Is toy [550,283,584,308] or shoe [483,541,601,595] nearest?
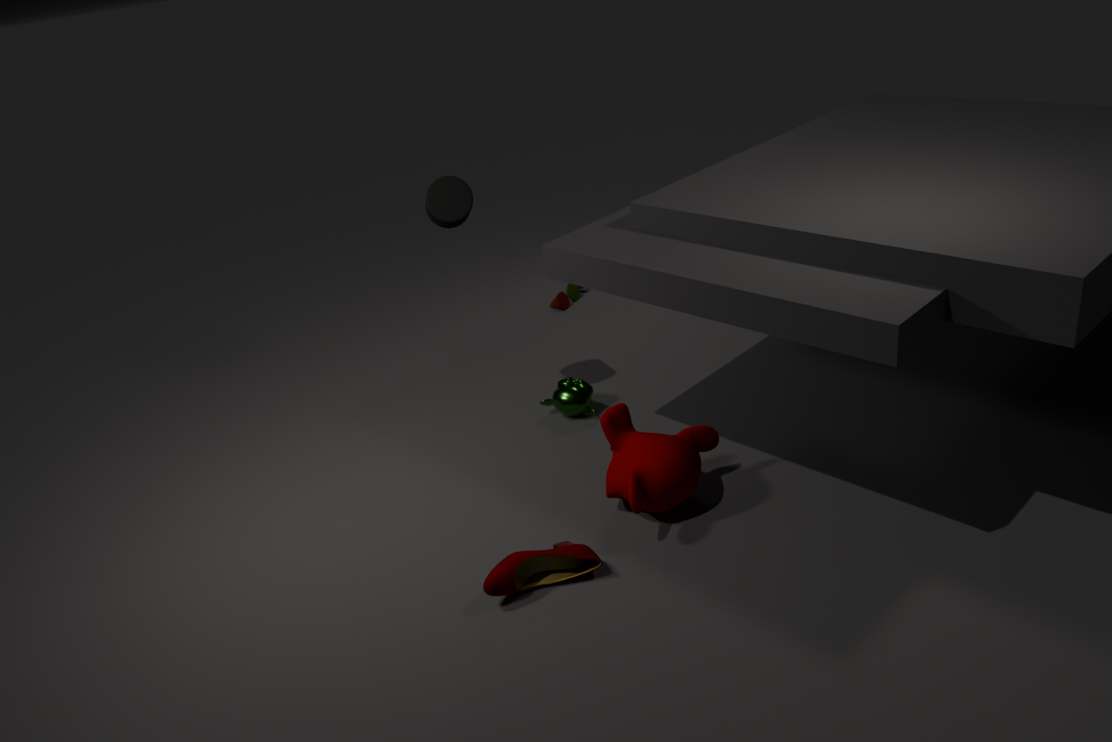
shoe [483,541,601,595]
